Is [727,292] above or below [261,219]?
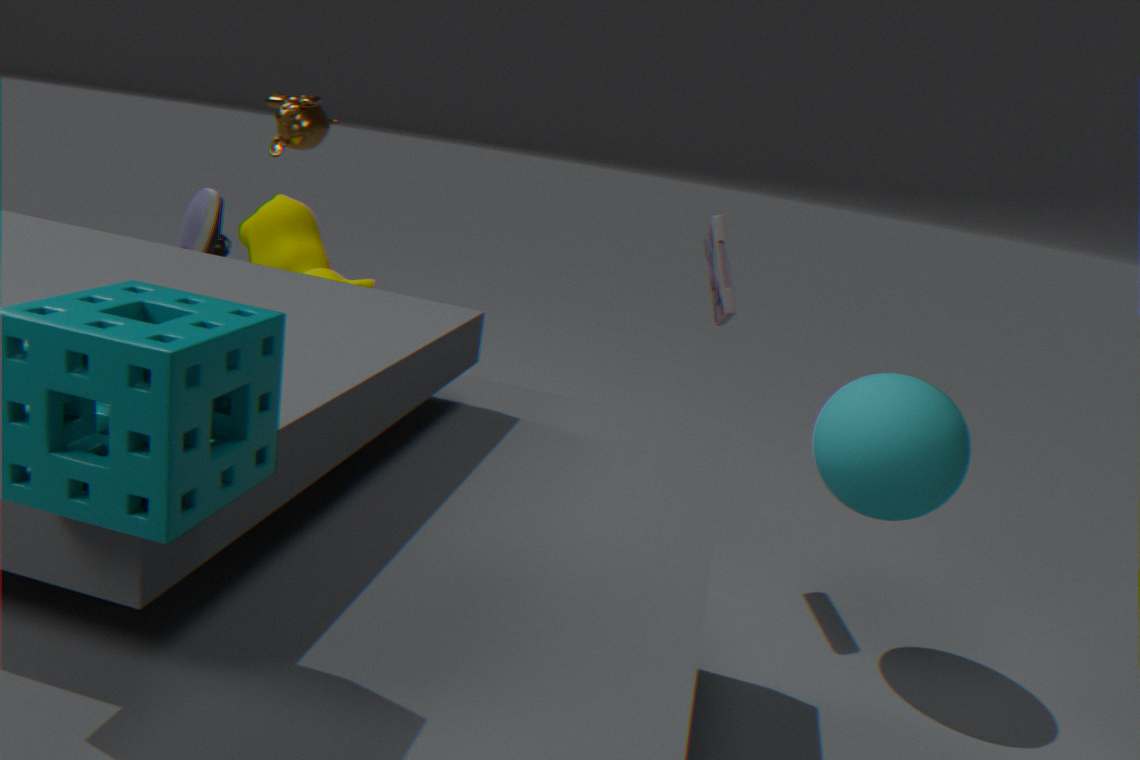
above
